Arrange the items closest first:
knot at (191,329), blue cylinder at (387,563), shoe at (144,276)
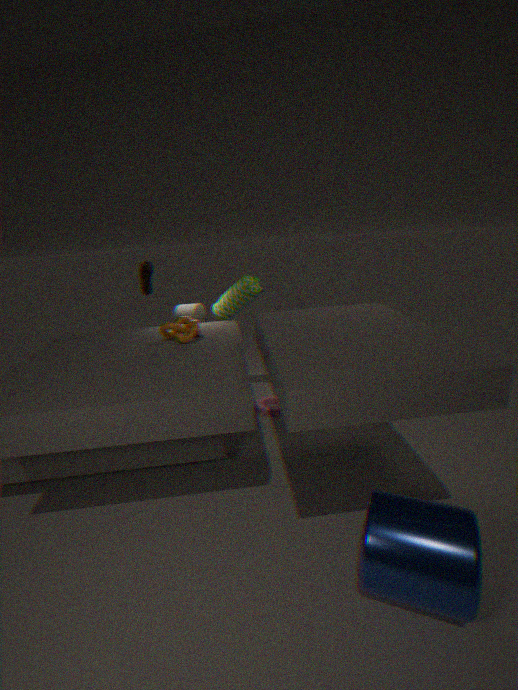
blue cylinder at (387,563), knot at (191,329), shoe at (144,276)
